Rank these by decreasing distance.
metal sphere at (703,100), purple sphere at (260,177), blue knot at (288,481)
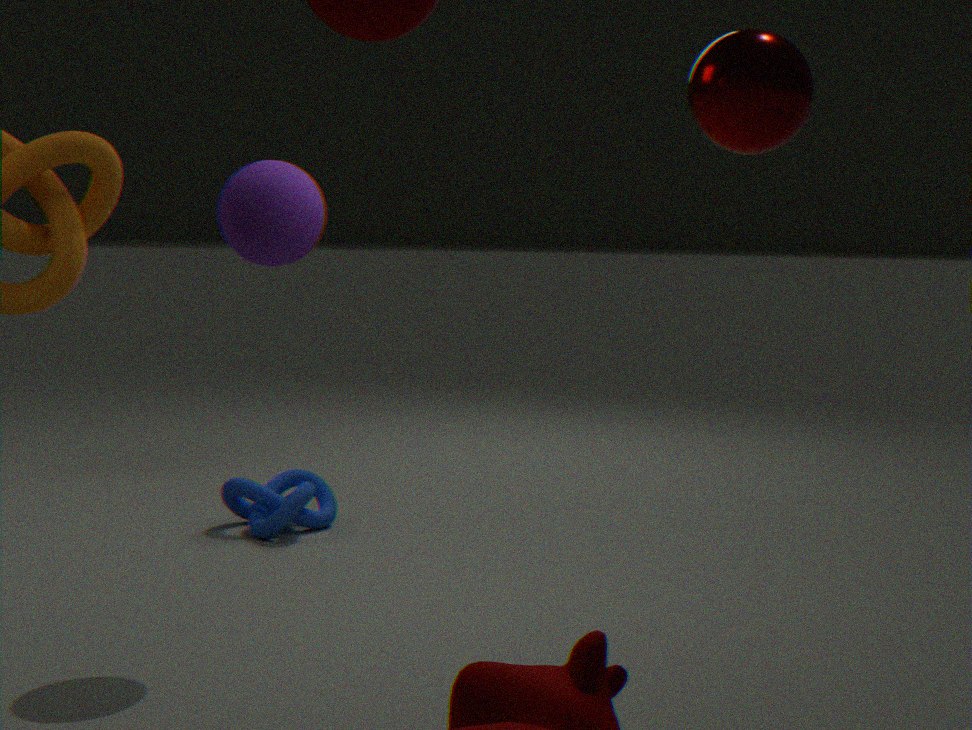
blue knot at (288,481) → purple sphere at (260,177) → metal sphere at (703,100)
